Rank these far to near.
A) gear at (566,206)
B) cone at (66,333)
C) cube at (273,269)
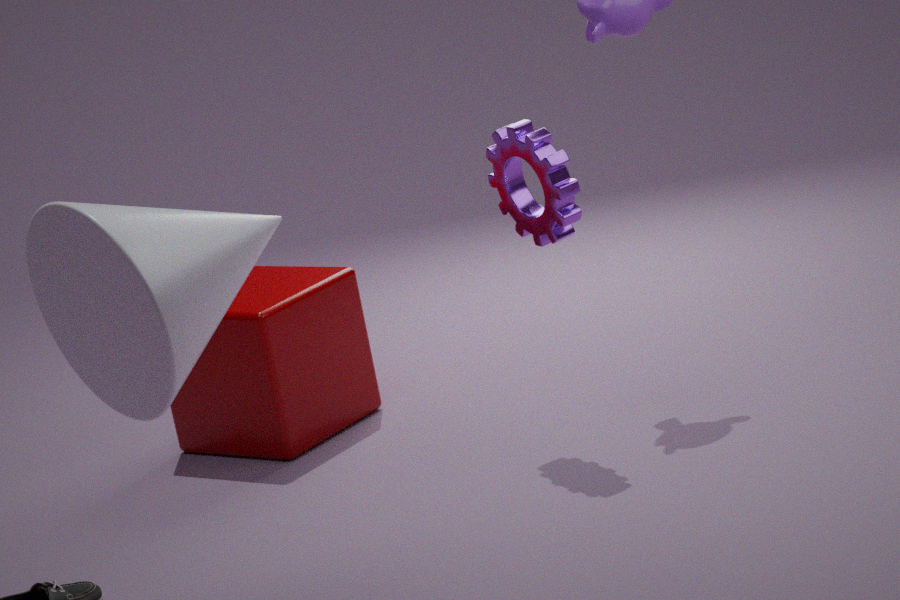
cube at (273,269) → gear at (566,206) → cone at (66,333)
